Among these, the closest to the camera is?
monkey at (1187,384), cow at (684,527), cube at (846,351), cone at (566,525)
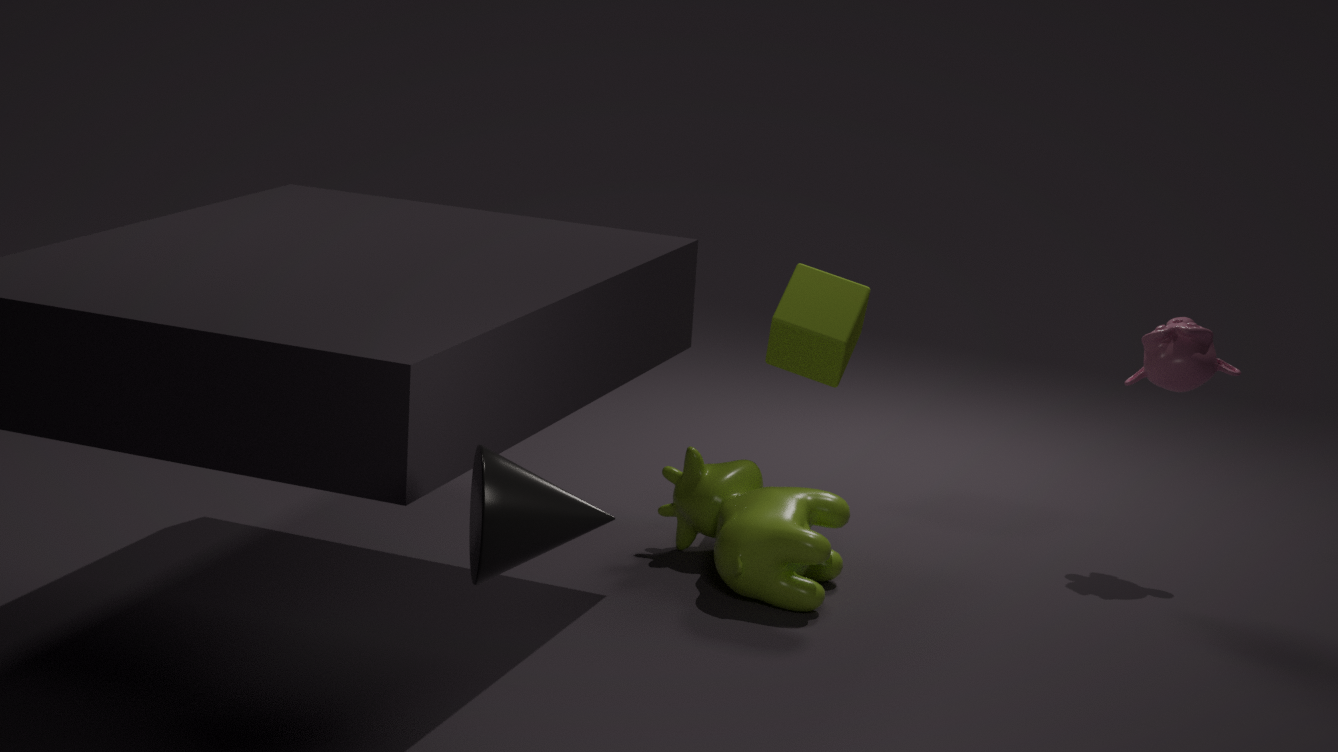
cone at (566,525)
